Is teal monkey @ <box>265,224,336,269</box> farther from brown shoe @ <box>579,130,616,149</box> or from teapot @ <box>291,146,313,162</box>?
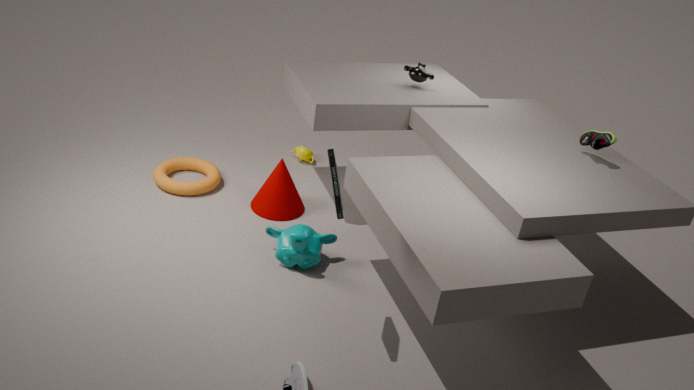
brown shoe @ <box>579,130,616,149</box>
